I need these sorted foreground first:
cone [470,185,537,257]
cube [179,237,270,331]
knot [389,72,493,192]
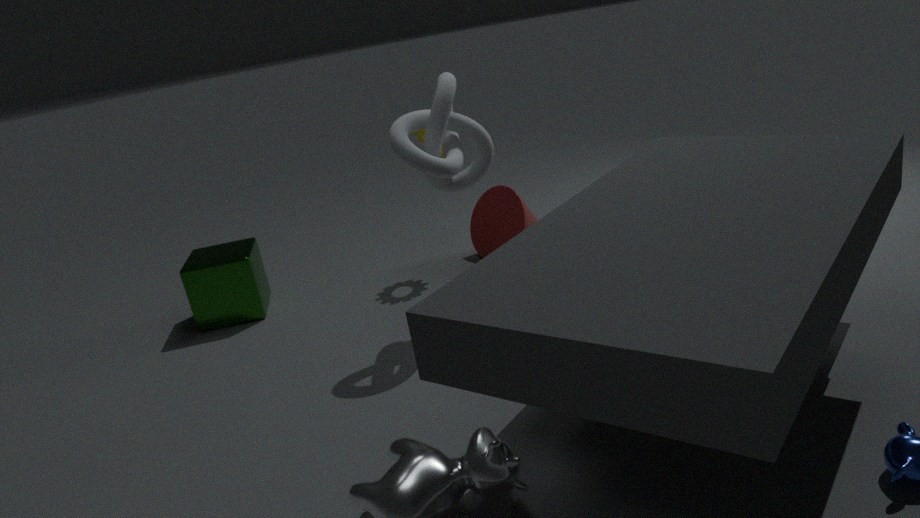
knot [389,72,493,192] < cube [179,237,270,331] < cone [470,185,537,257]
